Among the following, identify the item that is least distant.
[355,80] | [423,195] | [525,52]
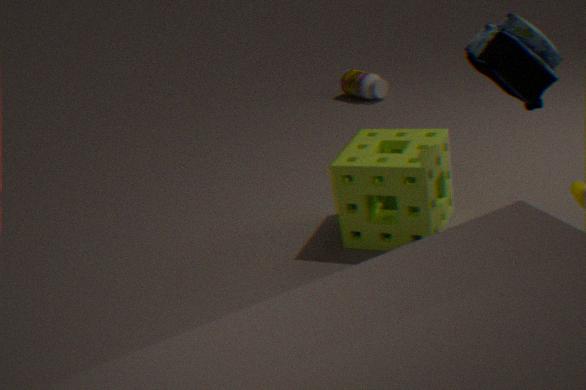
[525,52]
